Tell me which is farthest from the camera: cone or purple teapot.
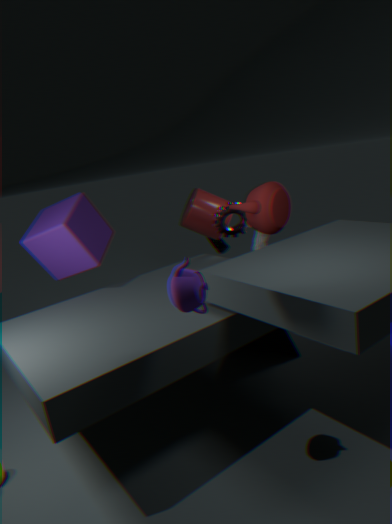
cone
